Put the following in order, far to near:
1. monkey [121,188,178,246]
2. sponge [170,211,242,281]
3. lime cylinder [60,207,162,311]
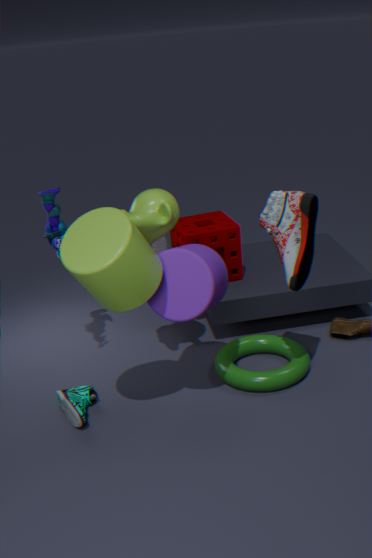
sponge [170,211,242,281] < monkey [121,188,178,246] < lime cylinder [60,207,162,311]
